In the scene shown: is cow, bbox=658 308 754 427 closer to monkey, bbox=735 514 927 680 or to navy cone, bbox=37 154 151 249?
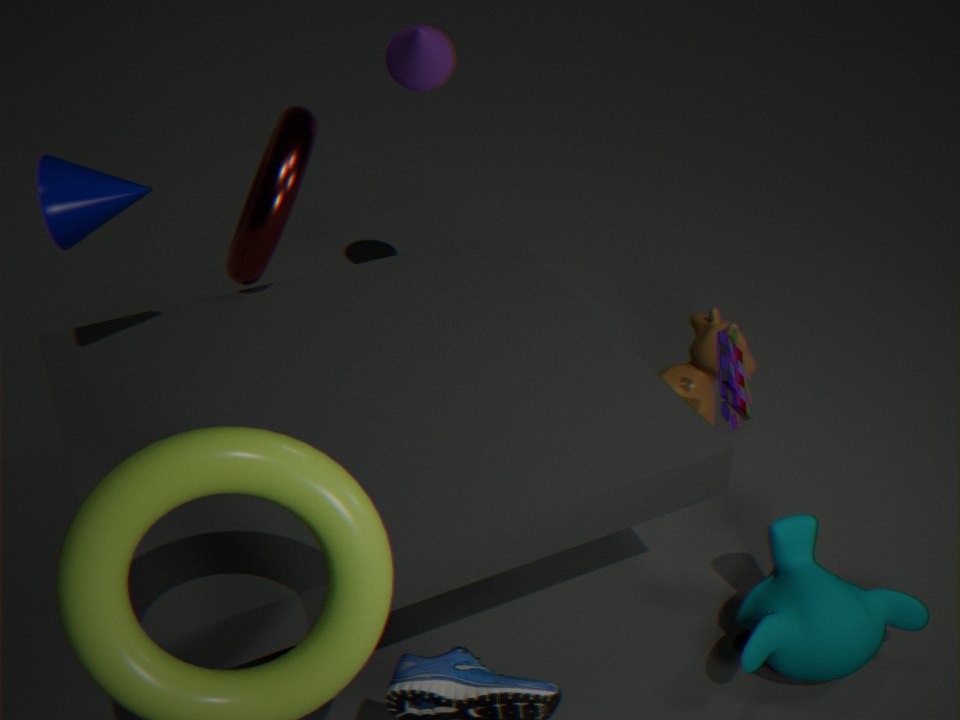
monkey, bbox=735 514 927 680
